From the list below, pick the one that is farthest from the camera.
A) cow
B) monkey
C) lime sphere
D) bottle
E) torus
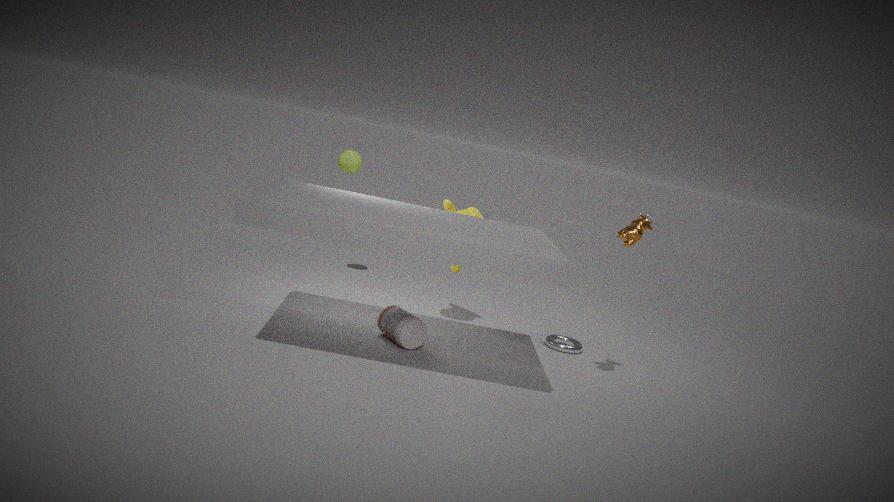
lime sphere
